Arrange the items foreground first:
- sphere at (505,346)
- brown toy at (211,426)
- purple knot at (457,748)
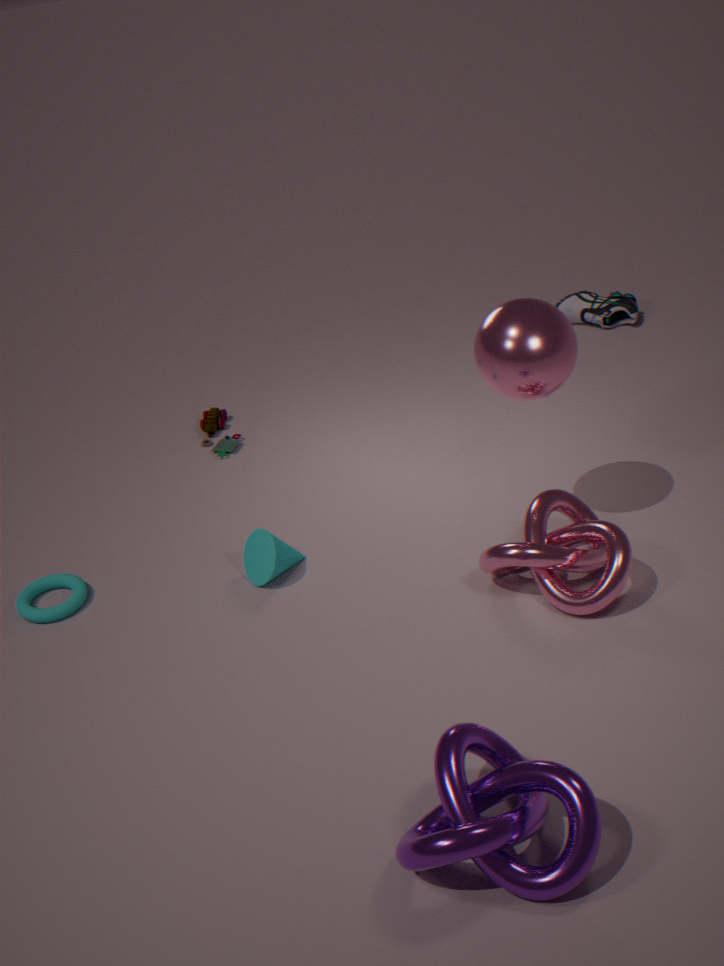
purple knot at (457,748) < sphere at (505,346) < brown toy at (211,426)
